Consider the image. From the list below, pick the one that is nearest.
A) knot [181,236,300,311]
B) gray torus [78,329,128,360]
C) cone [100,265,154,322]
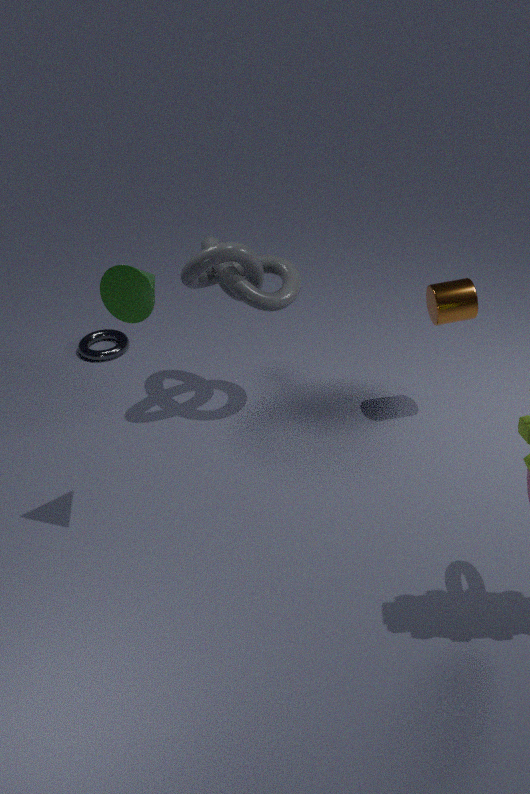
C. cone [100,265,154,322]
